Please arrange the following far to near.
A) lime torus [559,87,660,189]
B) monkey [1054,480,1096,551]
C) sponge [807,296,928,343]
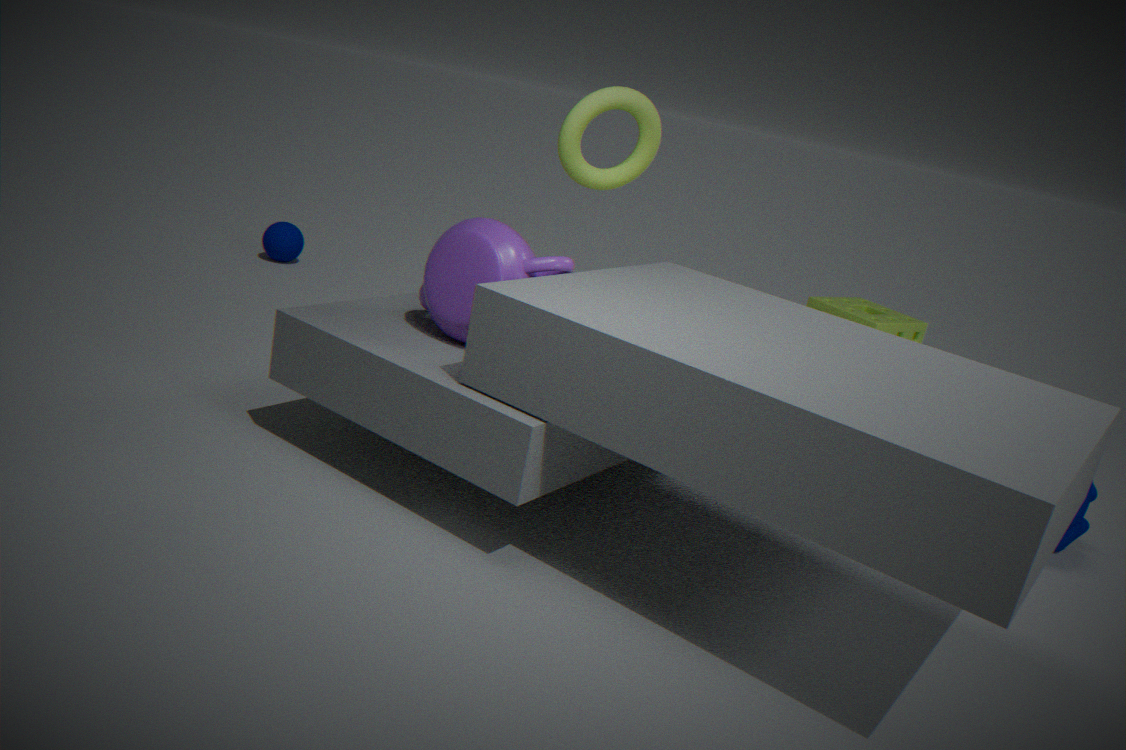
sponge [807,296,928,343] → monkey [1054,480,1096,551] → lime torus [559,87,660,189]
